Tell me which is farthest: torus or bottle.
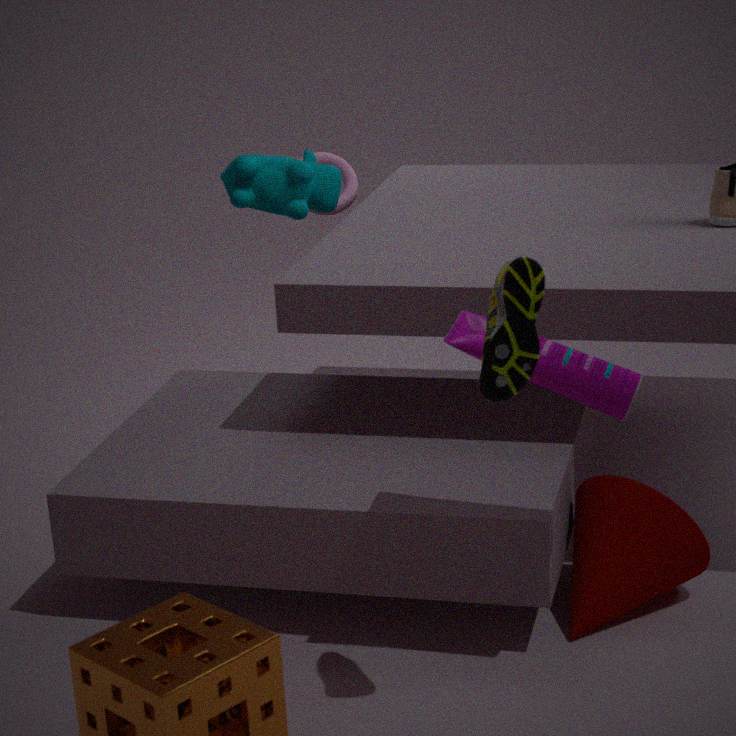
torus
